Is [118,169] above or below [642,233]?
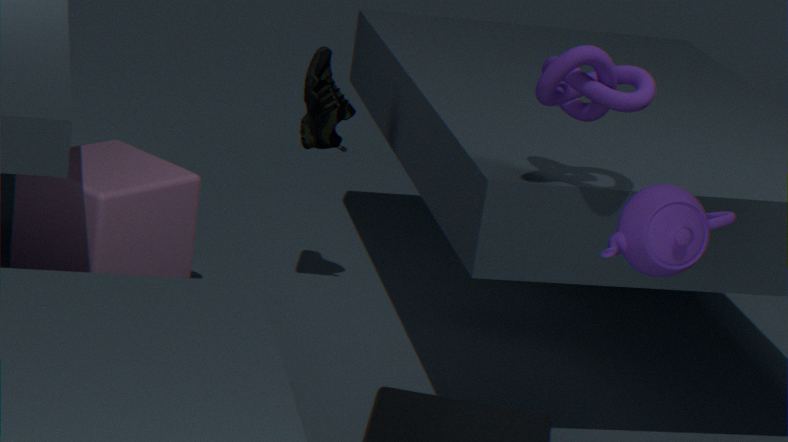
below
